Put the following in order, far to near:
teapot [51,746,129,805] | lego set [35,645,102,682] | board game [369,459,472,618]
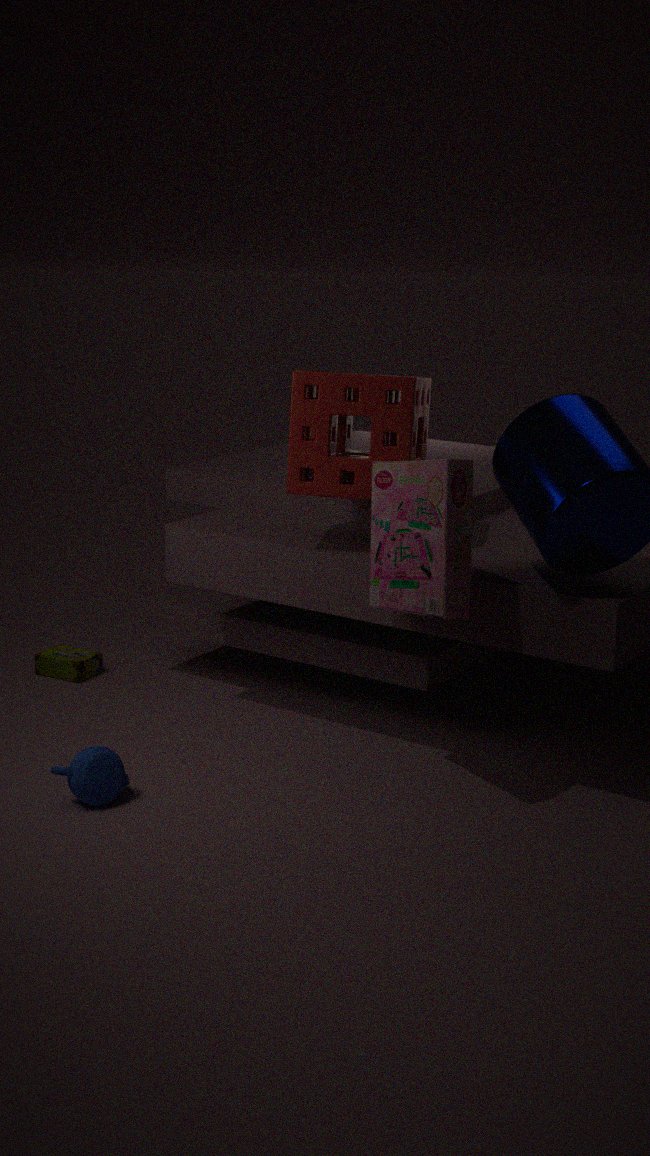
lego set [35,645,102,682]
teapot [51,746,129,805]
board game [369,459,472,618]
